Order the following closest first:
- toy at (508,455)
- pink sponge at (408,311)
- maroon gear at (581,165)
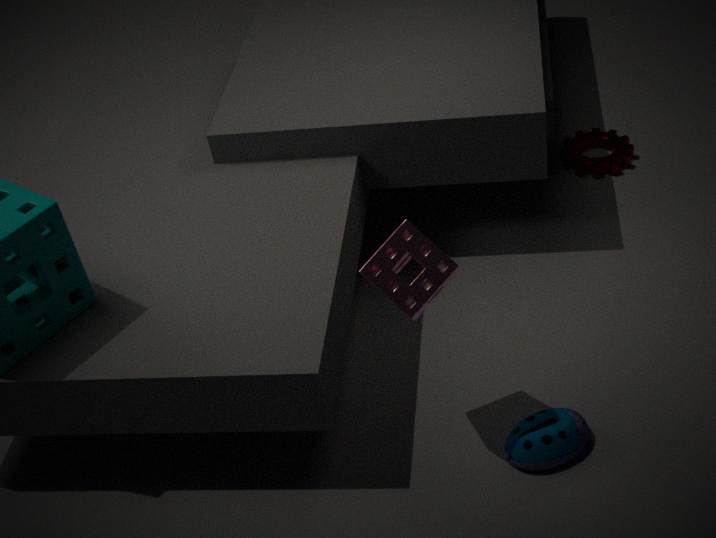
1. pink sponge at (408,311)
2. toy at (508,455)
3. maroon gear at (581,165)
